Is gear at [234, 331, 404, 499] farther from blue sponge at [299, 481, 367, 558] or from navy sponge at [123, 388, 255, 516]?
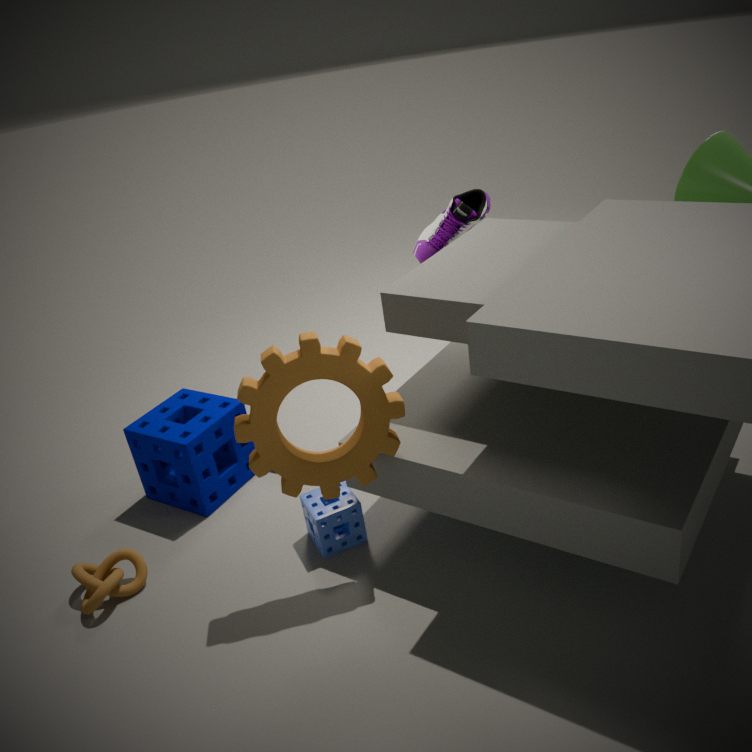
navy sponge at [123, 388, 255, 516]
